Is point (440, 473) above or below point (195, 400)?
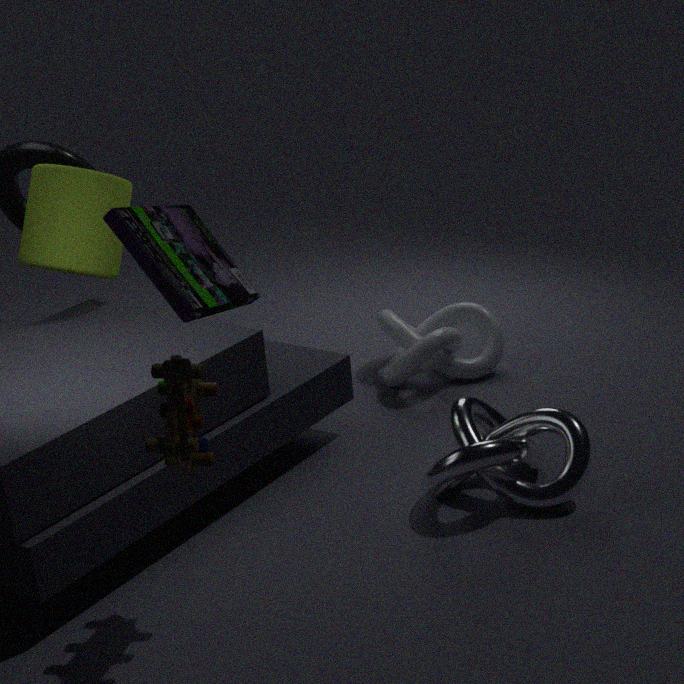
below
